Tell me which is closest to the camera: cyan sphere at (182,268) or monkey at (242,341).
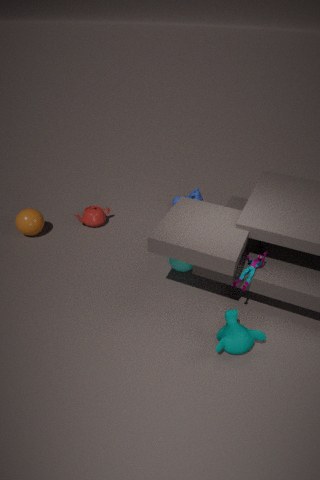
monkey at (242,341)
